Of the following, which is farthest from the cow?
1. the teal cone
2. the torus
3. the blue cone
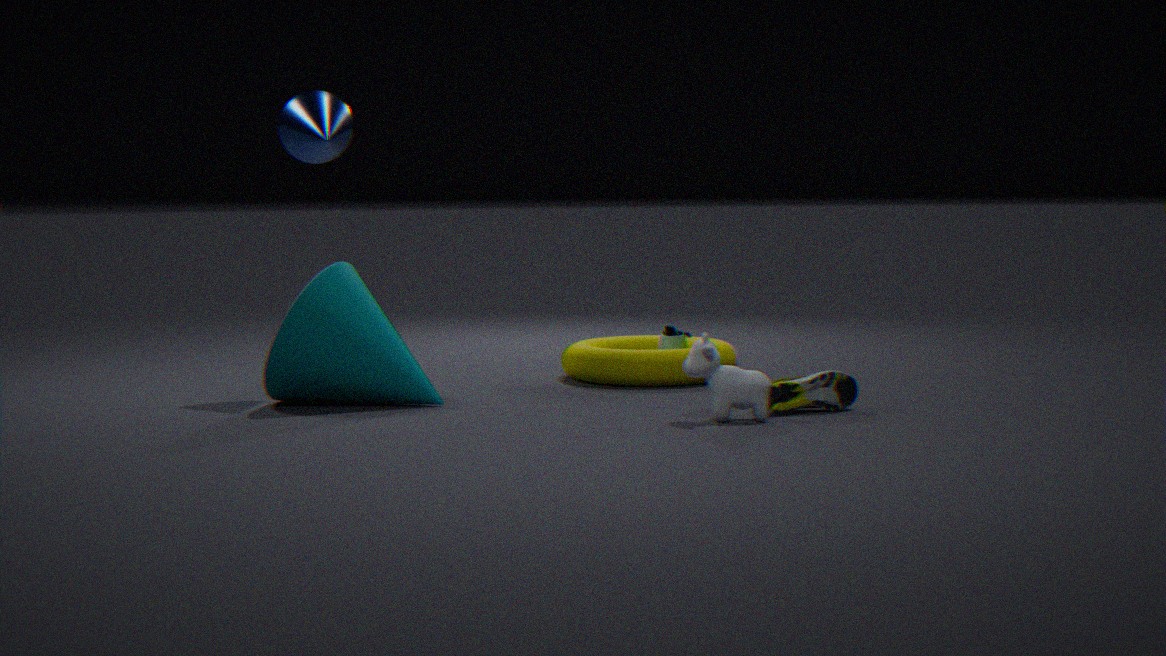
the blue cone
